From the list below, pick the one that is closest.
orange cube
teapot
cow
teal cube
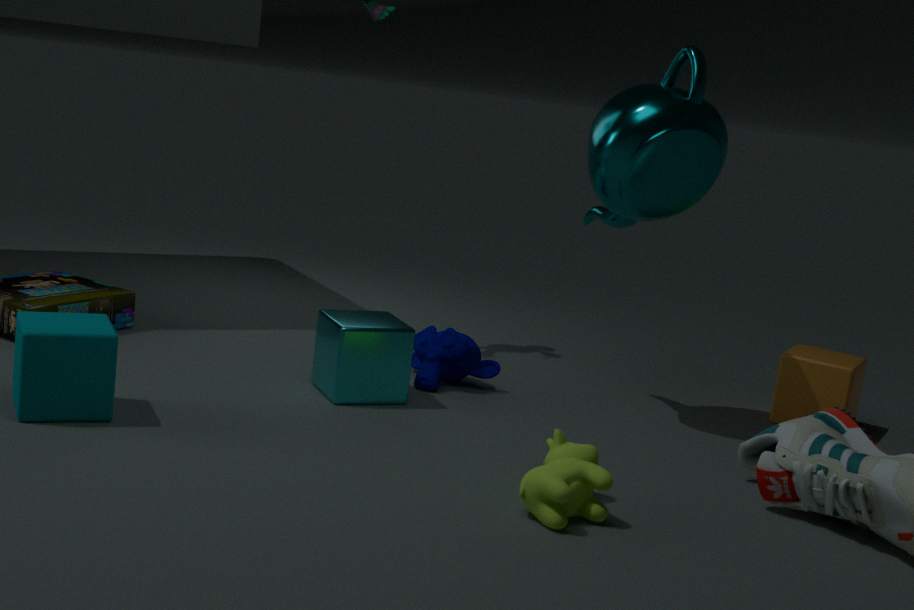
cow
